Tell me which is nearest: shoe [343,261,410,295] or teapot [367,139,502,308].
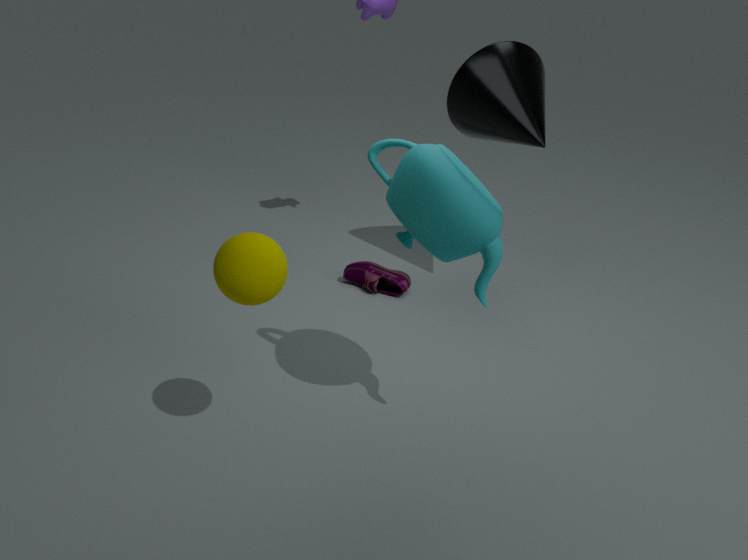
teapot [367,139,502,308]
